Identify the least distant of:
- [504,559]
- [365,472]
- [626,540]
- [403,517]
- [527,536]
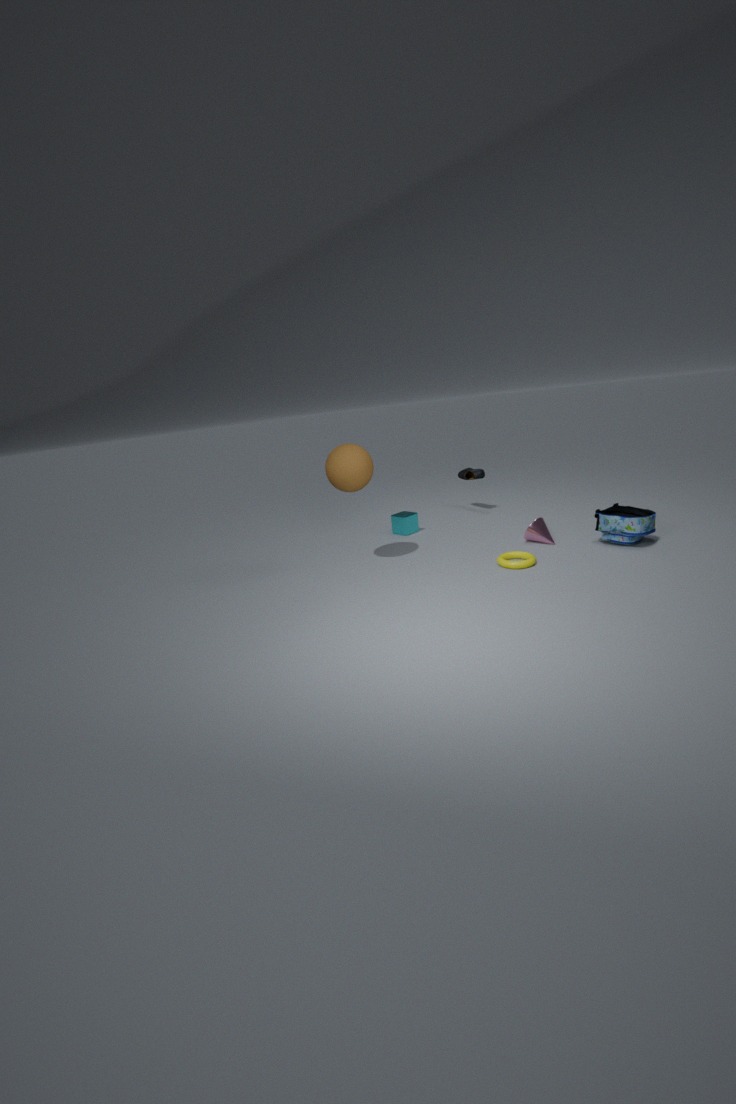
[504,559]
